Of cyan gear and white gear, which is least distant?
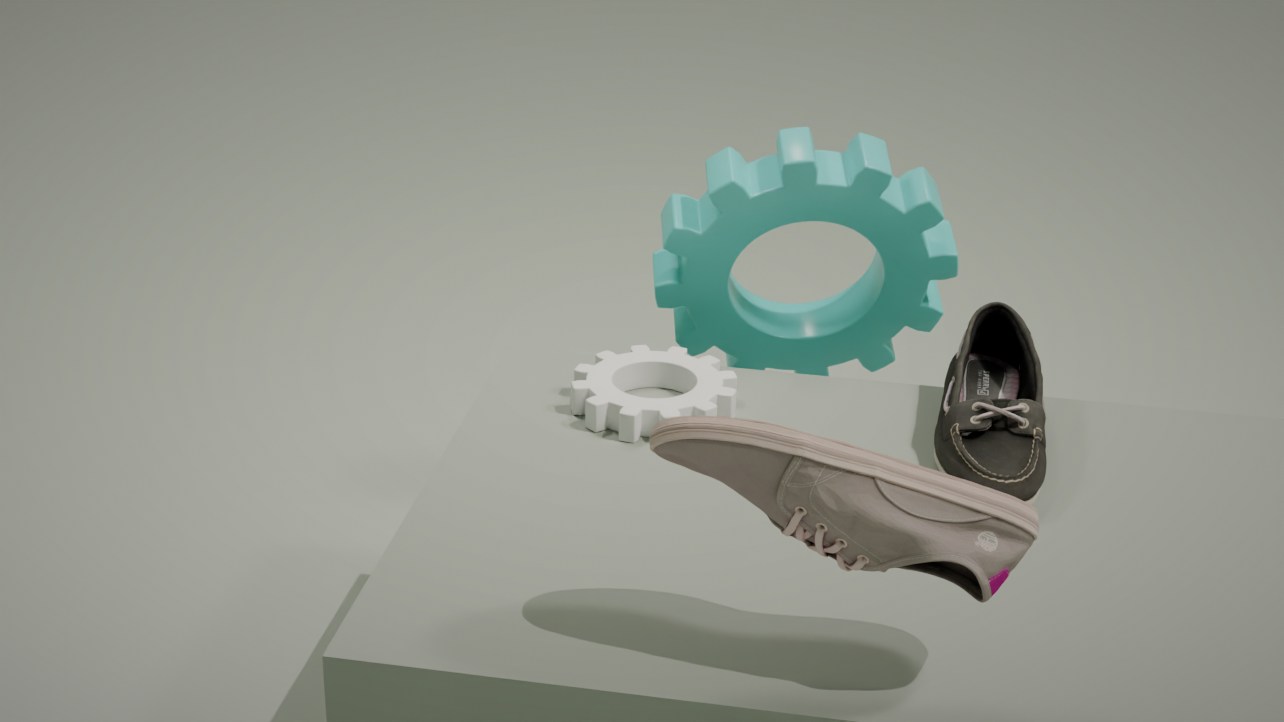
white gear
